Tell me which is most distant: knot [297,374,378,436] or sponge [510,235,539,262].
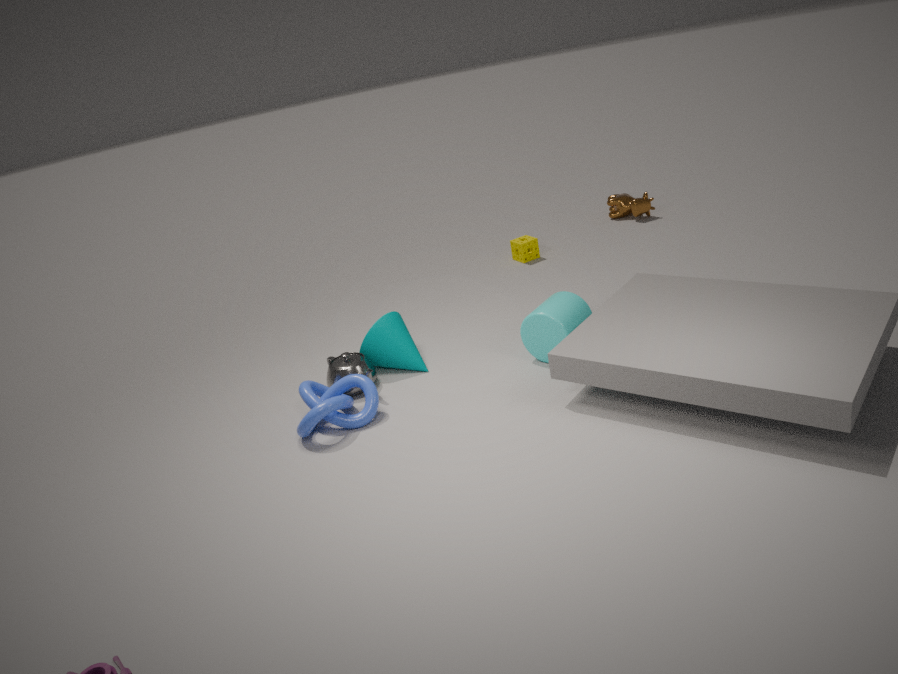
sponge [510,235,539,262]
